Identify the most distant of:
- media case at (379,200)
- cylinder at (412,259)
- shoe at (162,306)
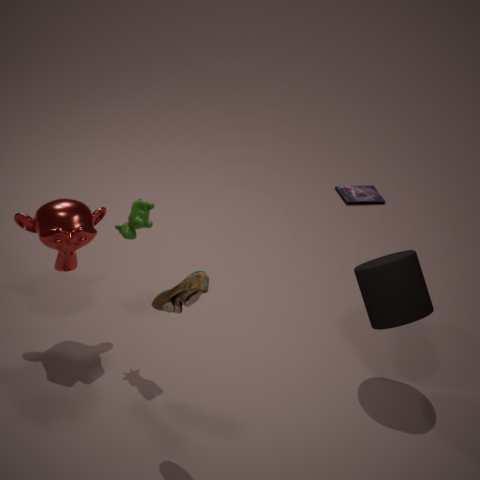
media case at (379,200)
